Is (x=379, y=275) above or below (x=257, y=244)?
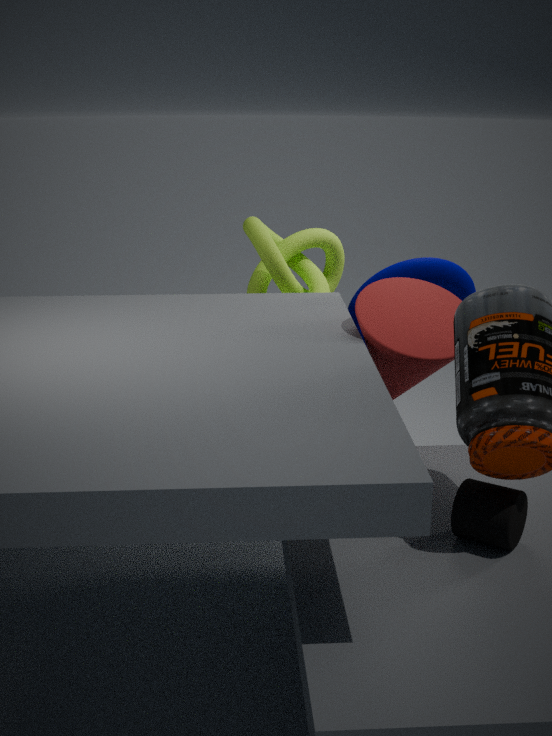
below
